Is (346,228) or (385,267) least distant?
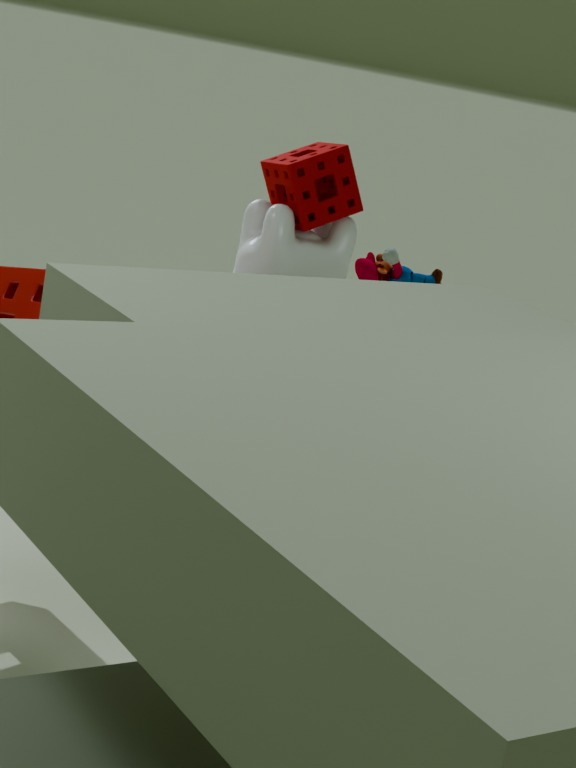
(346,228)
